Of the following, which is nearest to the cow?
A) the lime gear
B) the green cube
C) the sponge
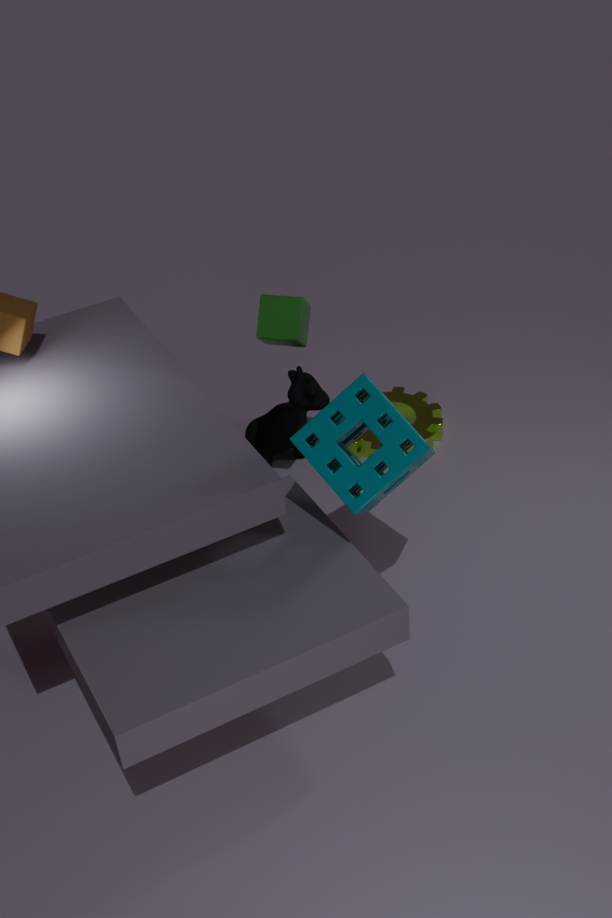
the lime gear
